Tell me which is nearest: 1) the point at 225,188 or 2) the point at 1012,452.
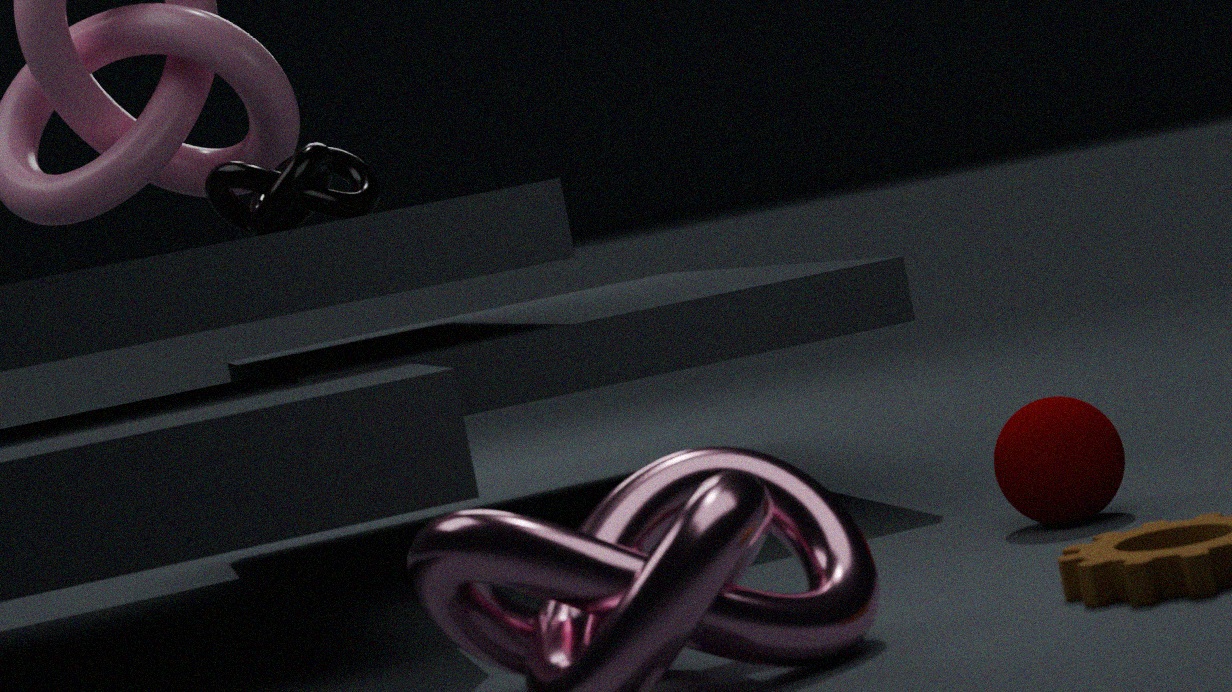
2. the point at 1012,452
